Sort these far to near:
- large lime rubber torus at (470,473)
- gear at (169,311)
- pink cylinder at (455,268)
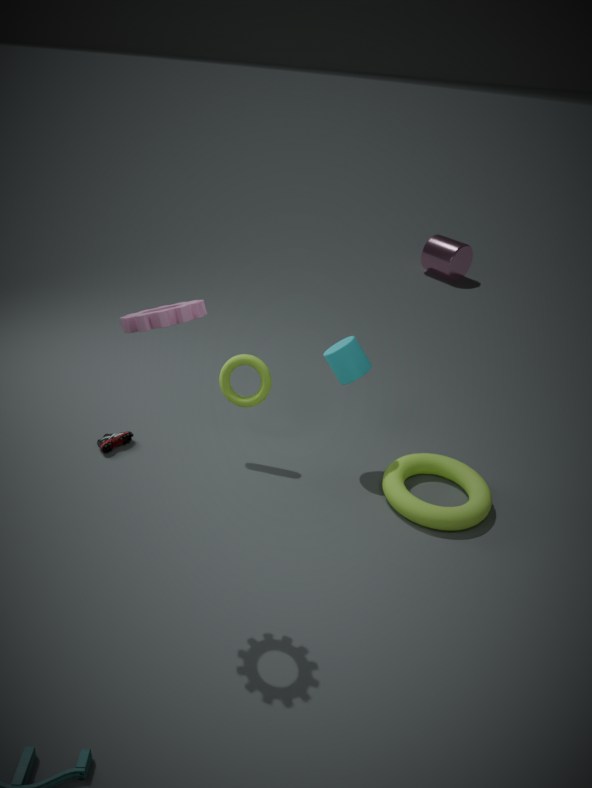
pink cylinder at (455,268) < large lime rubber torus at (470,473) < gear at (169,311)
